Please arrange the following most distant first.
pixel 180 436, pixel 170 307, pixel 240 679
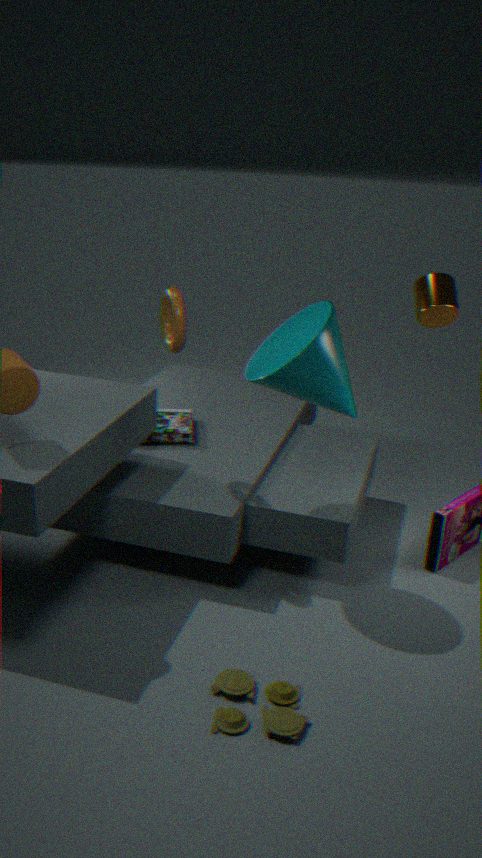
pixel 180 436 < pixel 170 307 < pixel 240 679
